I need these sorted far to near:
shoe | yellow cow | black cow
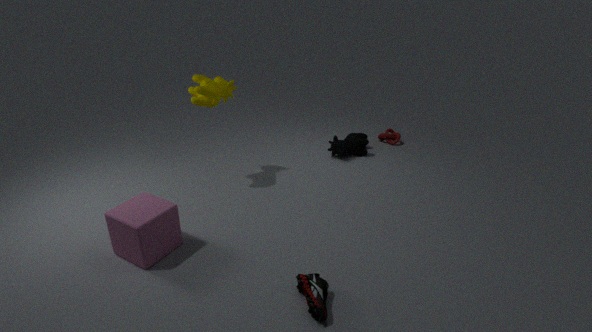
black cow < yellow cow < shoe
